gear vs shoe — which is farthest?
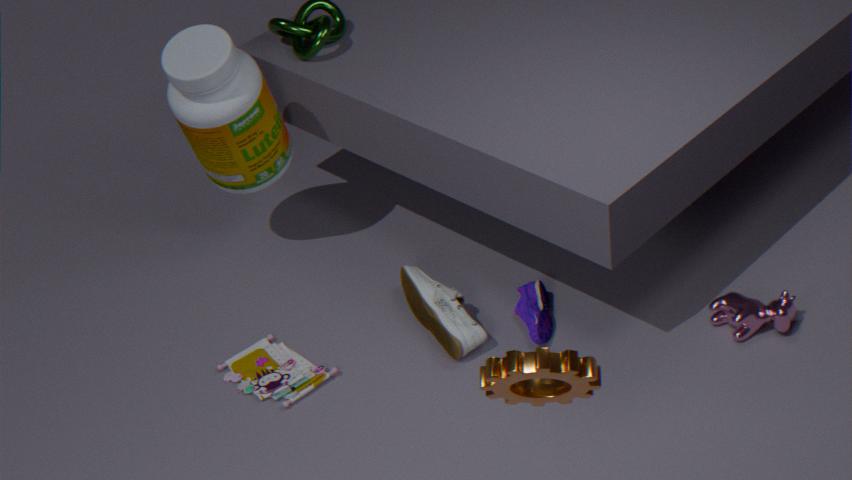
shoe
